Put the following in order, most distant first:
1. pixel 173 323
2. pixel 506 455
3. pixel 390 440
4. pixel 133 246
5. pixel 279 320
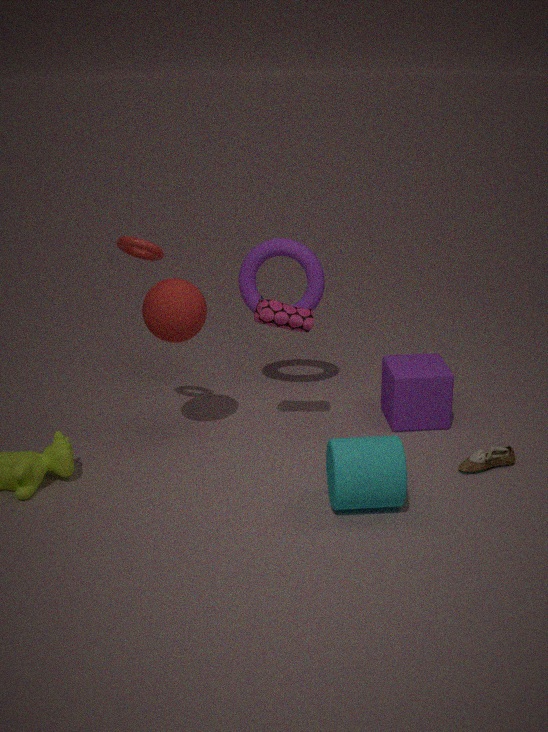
pixel 279 320
pixel 506 455
pixel 173 323
pixel 133 246
pixel 390 440
